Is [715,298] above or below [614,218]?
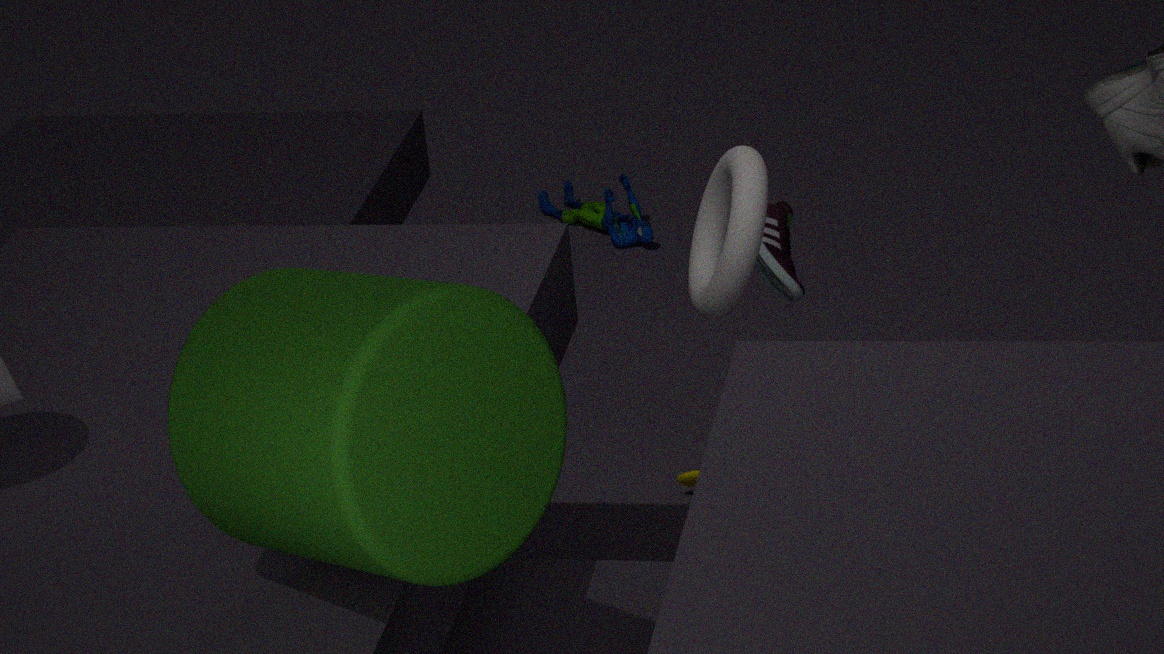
above
